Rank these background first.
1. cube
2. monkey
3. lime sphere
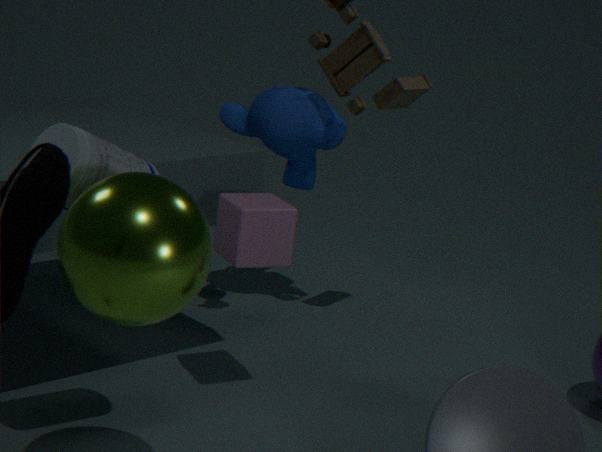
monkey
cube
lime sphere
